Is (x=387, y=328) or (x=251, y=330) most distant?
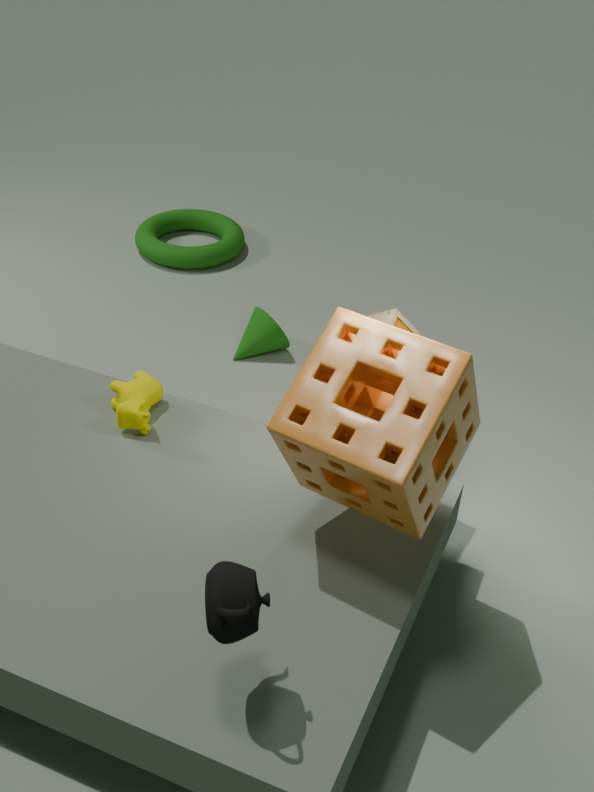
(x=251, y=330)
